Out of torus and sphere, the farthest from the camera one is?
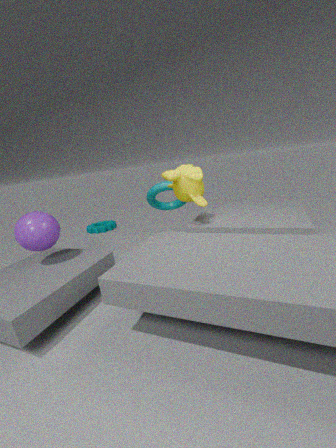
torus
